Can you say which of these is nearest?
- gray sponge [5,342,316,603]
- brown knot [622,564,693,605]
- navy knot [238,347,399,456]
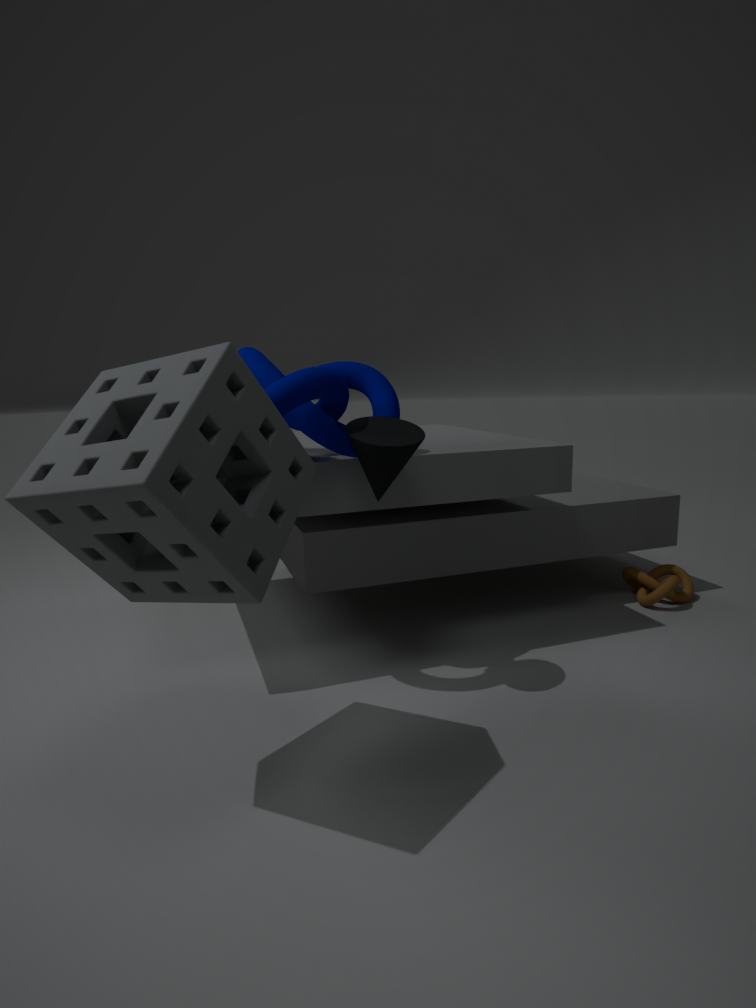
gray sponge [5,342,316,603]
